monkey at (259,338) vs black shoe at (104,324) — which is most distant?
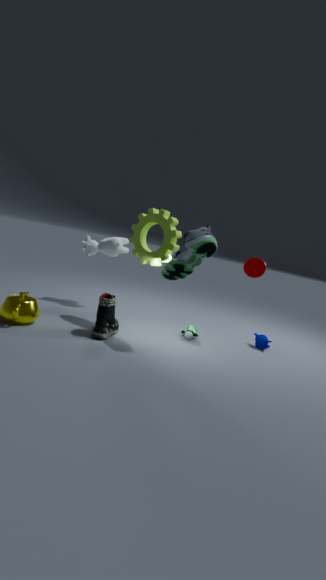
monkey at (259,338)
